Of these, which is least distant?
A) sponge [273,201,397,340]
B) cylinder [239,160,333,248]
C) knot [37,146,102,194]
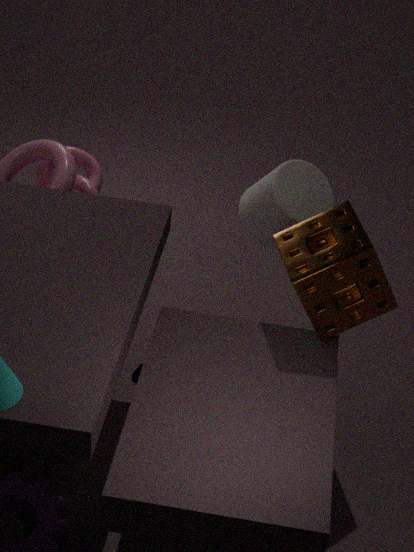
sponge [273,201,397,340]
